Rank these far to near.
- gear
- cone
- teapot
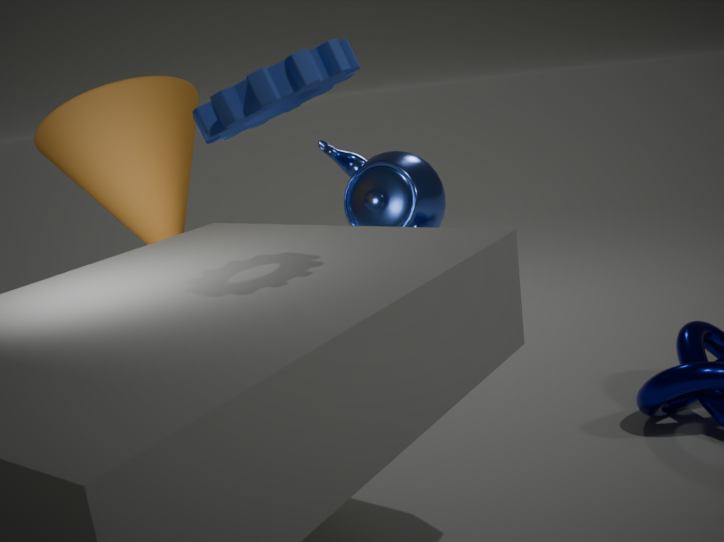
teapot → cone → gear
